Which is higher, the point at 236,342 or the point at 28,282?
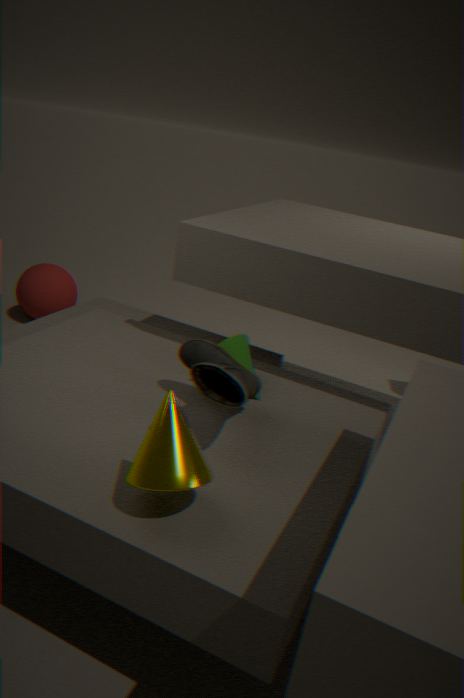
the point at 236,342
